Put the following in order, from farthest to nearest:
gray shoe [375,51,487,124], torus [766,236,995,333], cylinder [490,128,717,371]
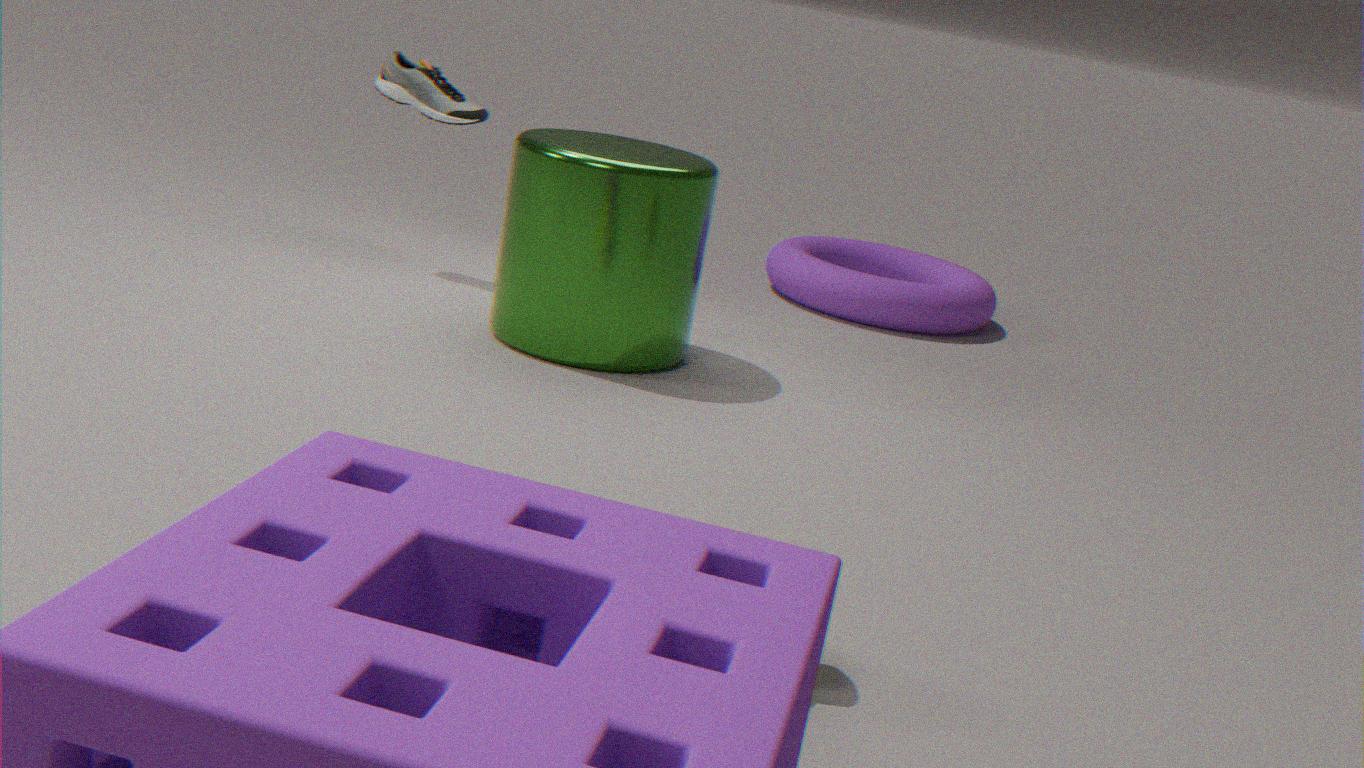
torus [766,236,995,333] → gray shoe [375,51,487,124] → cylinder [490,128,717,371]
